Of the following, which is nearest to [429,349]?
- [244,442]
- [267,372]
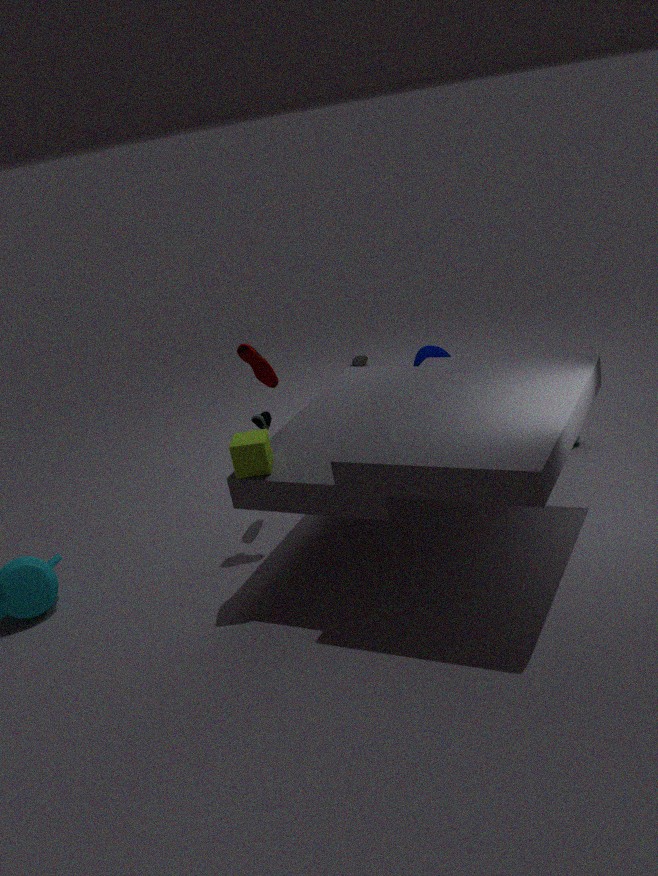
[267,372]
